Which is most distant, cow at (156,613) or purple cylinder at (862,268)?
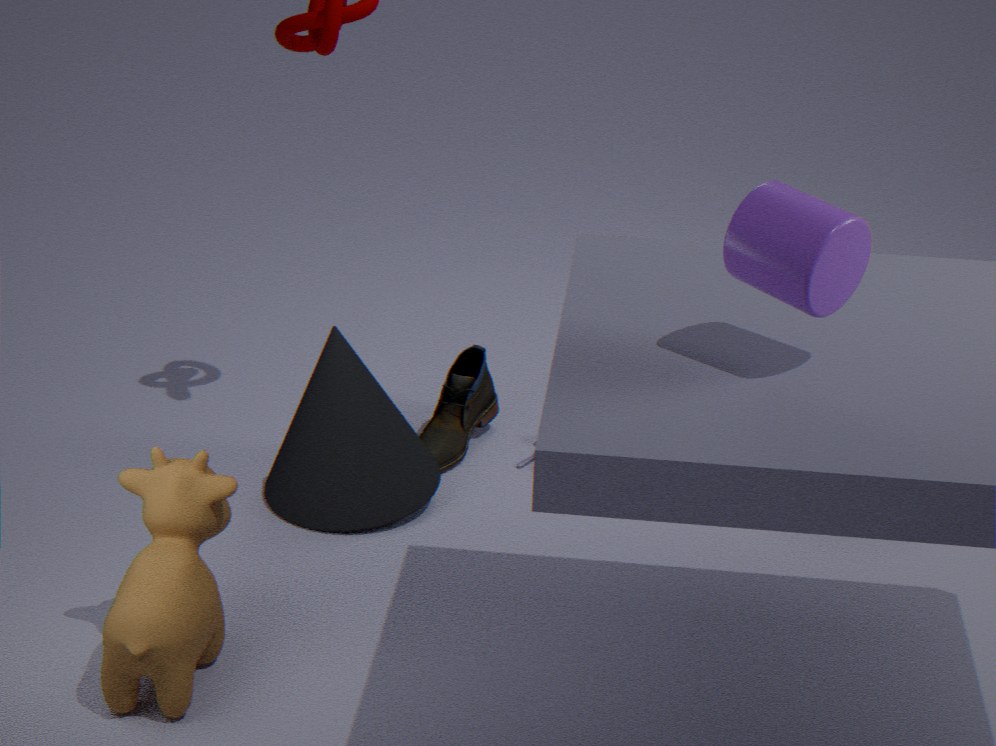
cow at (156,613)
